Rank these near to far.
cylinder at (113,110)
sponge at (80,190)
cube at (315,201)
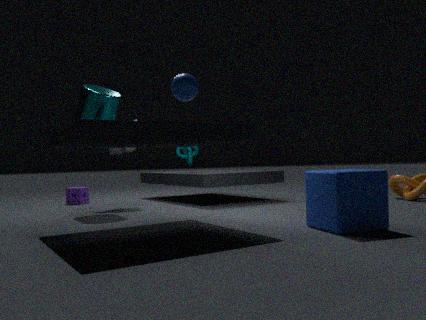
1. cube at (315,201)
2. cylinder at (113,110)
3. sponge at (80,190)
